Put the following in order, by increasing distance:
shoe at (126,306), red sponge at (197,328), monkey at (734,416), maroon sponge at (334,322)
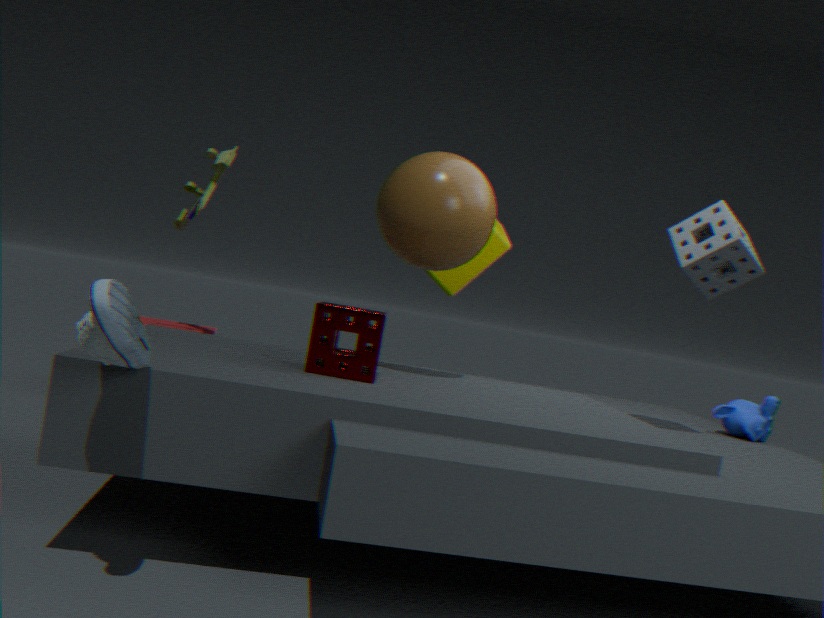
shoe at (126,306) < maroon sponge at (334,322) < monkey at (734,416) < red sponge at (197,328)
